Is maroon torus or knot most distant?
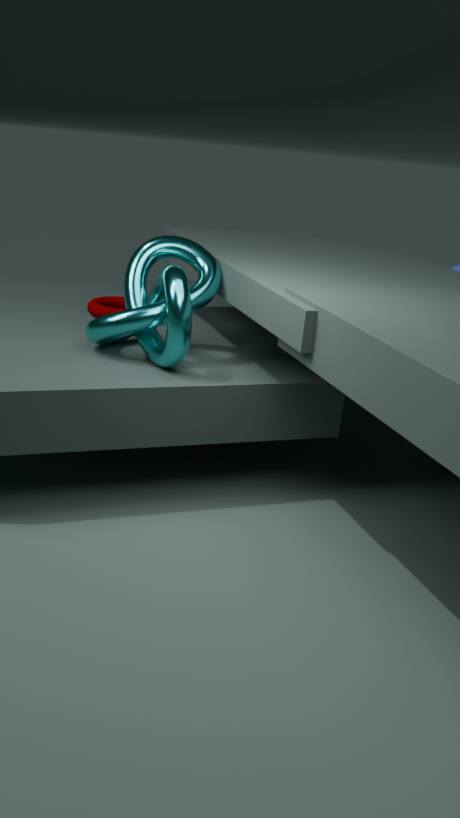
maroon torus
